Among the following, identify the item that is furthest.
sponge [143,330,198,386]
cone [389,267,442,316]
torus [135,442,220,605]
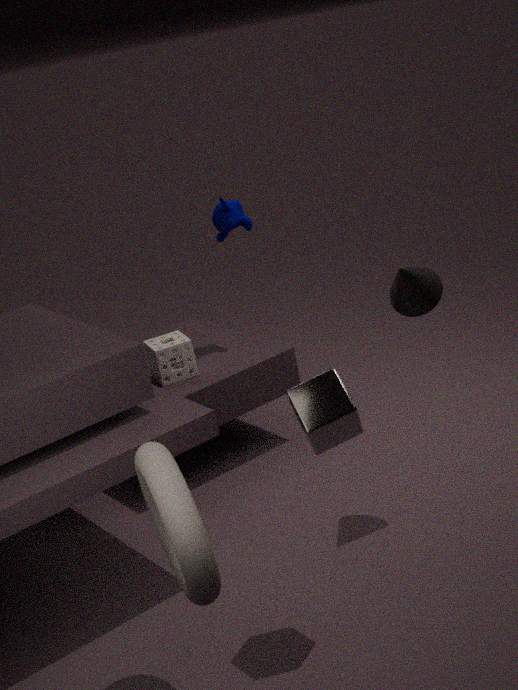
sponge [143,330,198,386]
